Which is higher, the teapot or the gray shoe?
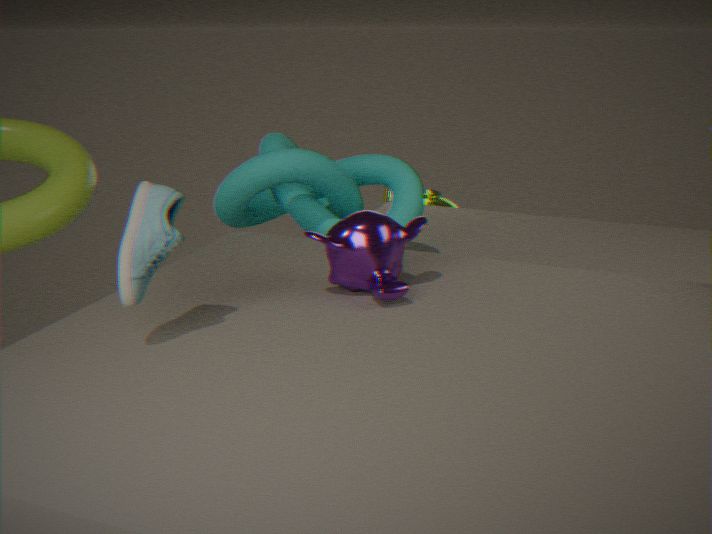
the gray shoe
